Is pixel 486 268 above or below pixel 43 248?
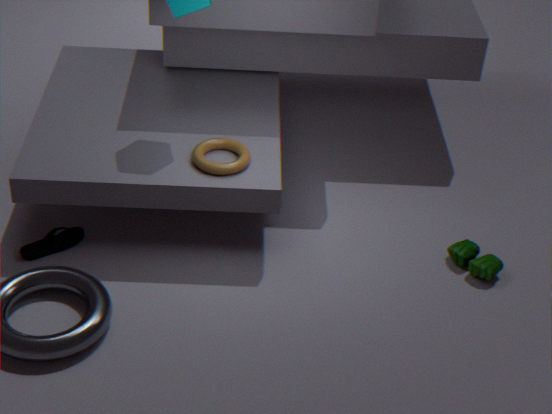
above
